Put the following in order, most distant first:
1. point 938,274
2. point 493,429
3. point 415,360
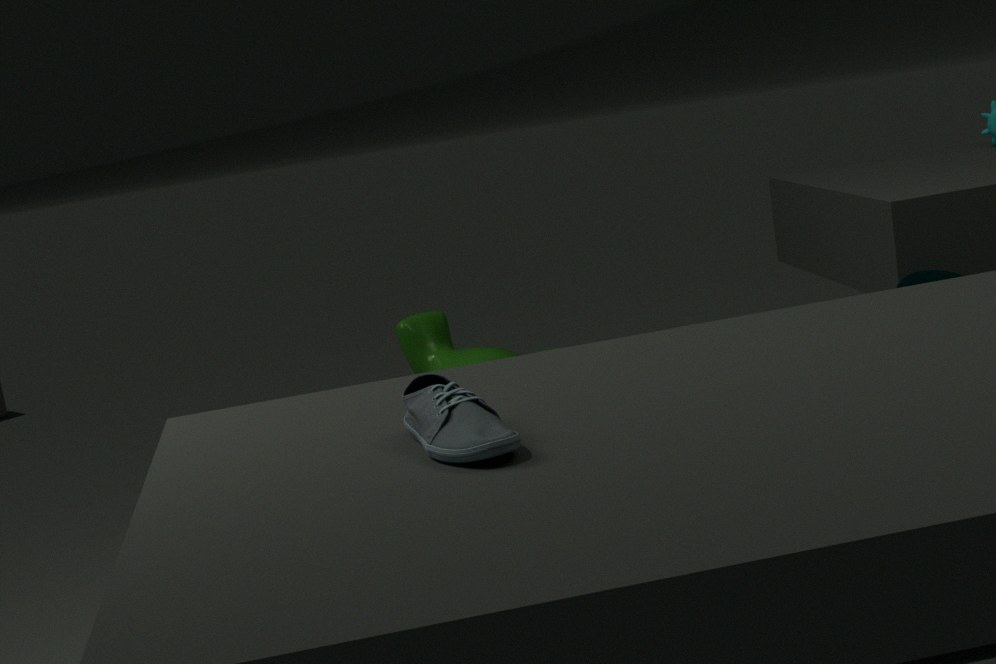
point 938,274 → point 415,360 → point 493,429
